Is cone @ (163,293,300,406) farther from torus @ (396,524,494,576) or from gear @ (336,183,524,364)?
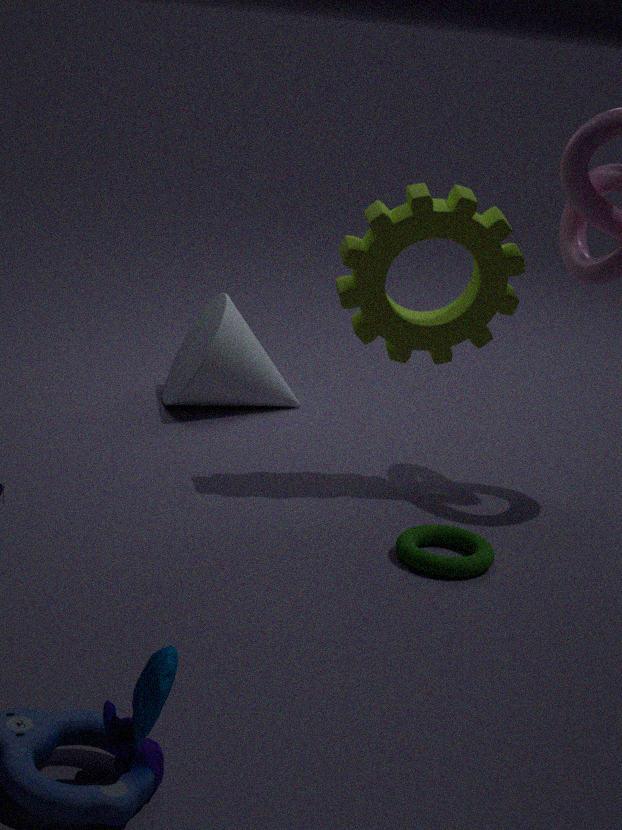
torus @ (396,524,494,576)
